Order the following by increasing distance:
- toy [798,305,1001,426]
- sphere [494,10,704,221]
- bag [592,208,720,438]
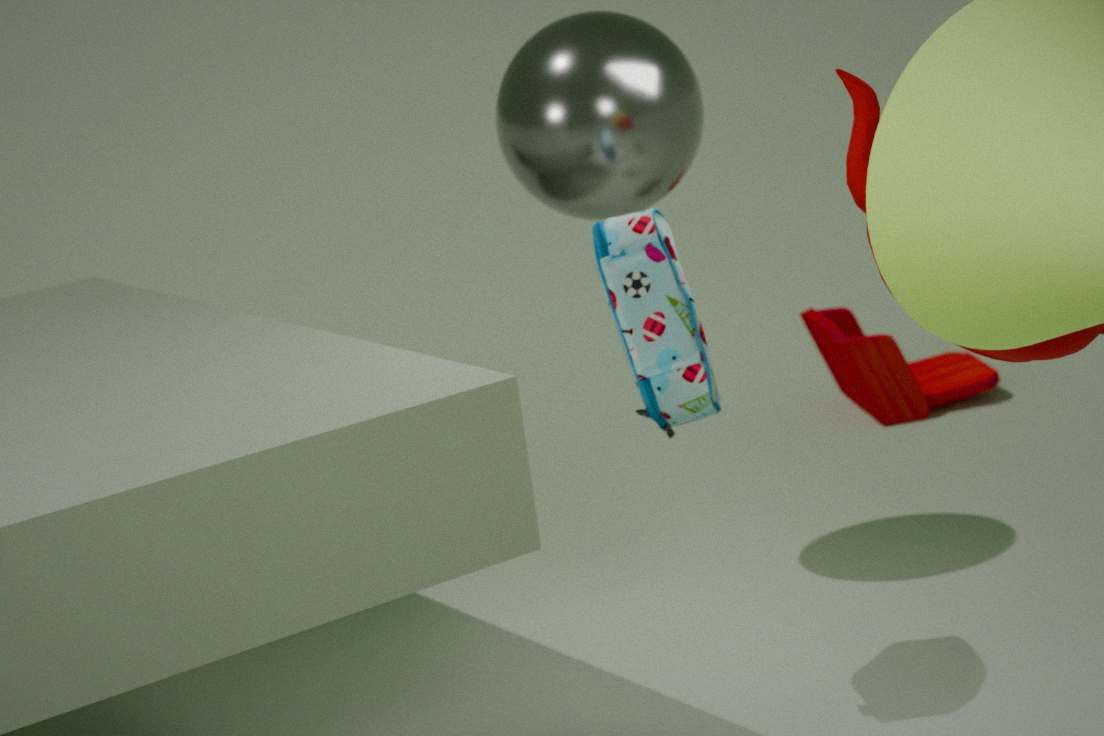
bag [592,208,720,438]
sphere [494,10,704,221]
toy [798,305,1001,426]
